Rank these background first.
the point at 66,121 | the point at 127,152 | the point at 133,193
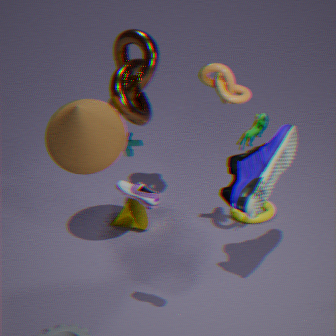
1. the point at 127,152
2. the point at 66,121
3. the point at 133,193
